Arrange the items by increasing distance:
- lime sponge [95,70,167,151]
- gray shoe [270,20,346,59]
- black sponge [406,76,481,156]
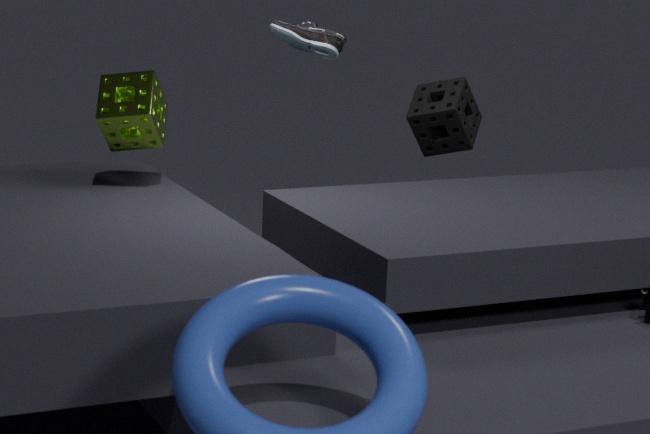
lime sponge [95,70,167,151] < gray shoe [270,20,346,59] < black sponge [406,76,481,156]
